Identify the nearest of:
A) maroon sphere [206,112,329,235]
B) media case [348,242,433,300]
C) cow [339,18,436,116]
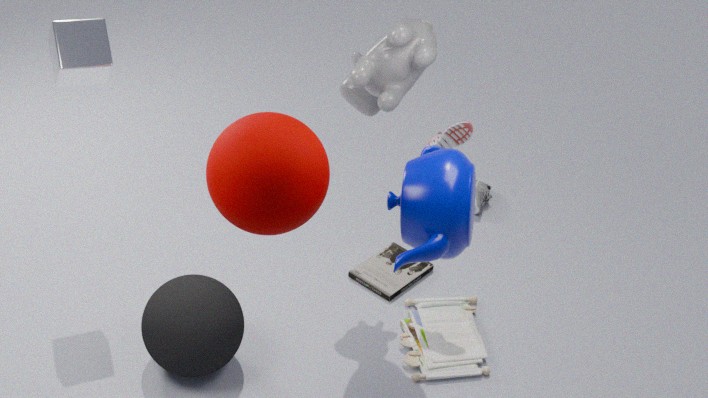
A. maroon sphere [206,112,329,235]
